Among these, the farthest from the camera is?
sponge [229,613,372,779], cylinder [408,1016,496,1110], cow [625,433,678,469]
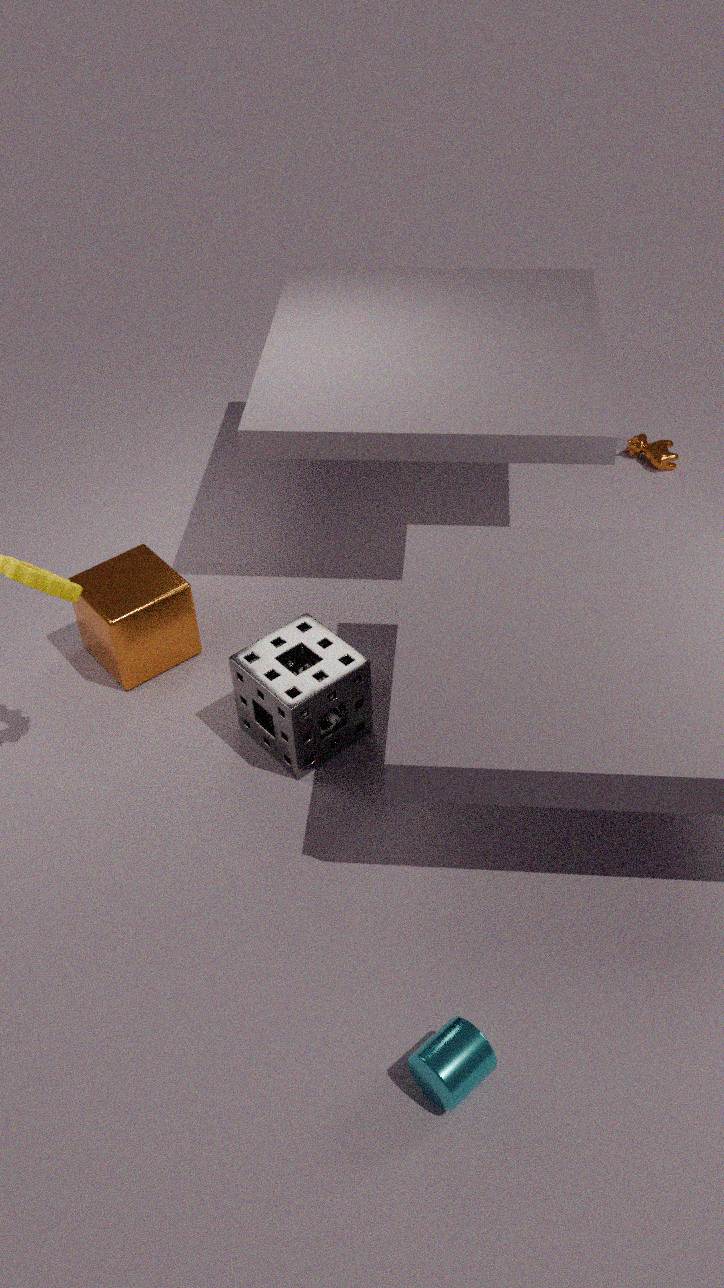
cow [625,433,678,469]
